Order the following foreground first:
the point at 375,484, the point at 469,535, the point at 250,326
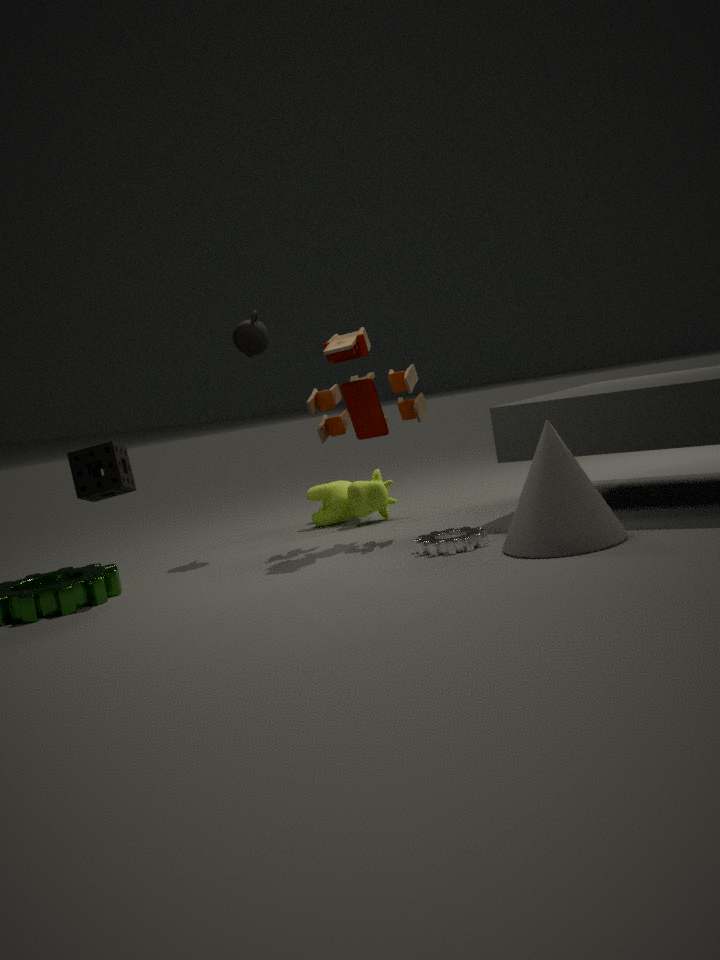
the point at 469,535 < the point at 250,326 < the point at 375,484
